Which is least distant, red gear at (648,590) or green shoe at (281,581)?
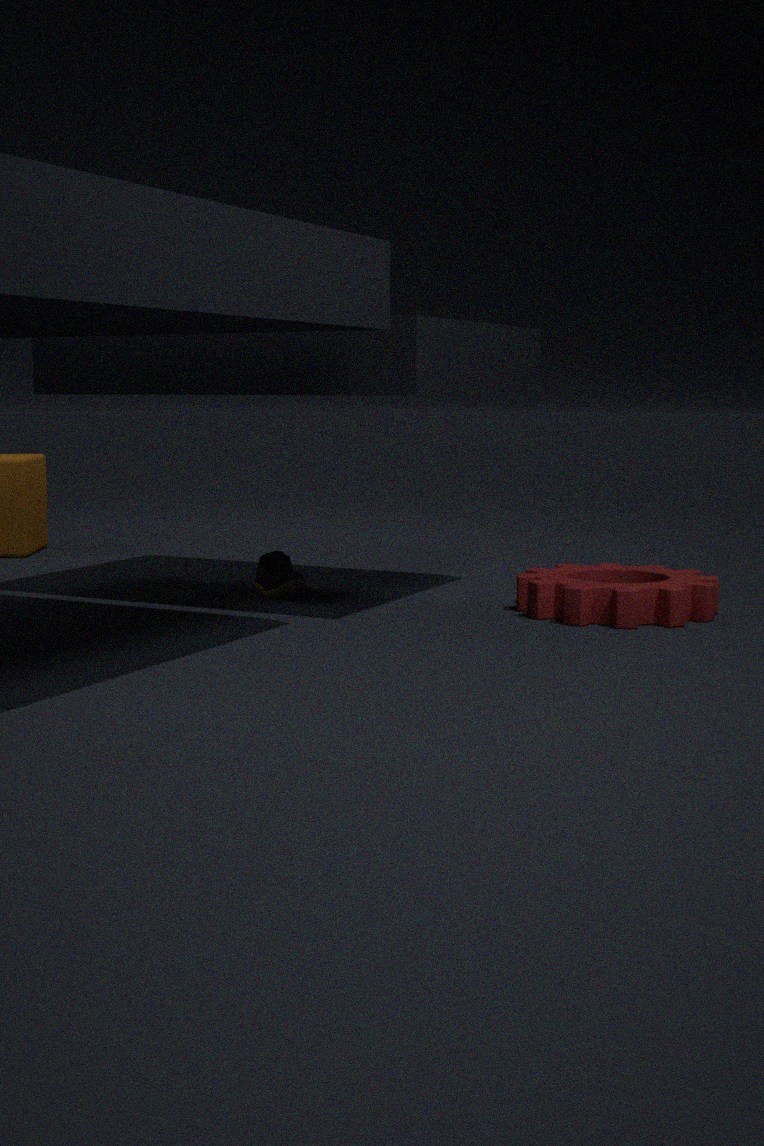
red gear at (648,590)
